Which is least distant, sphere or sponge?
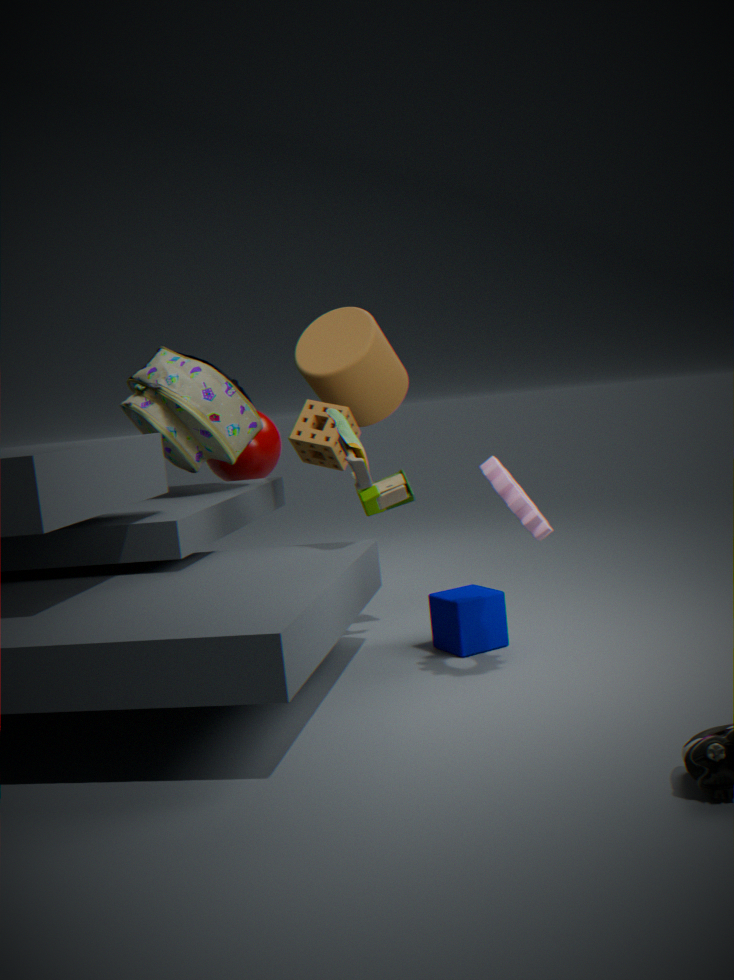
sponge
